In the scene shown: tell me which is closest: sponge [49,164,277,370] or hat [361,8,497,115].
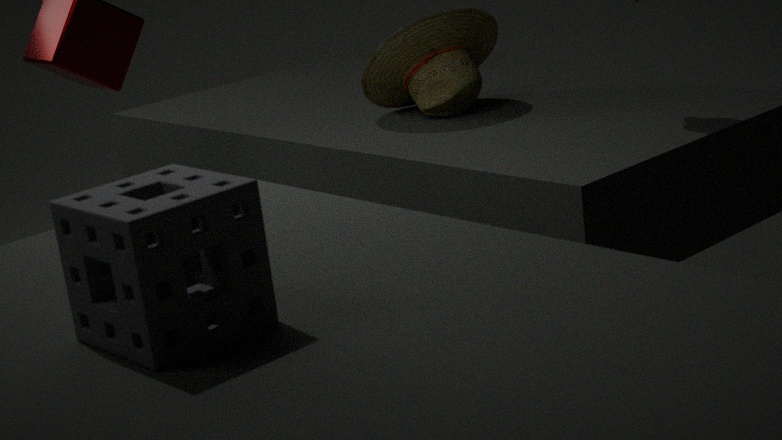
sponge [49,164,277,370]
